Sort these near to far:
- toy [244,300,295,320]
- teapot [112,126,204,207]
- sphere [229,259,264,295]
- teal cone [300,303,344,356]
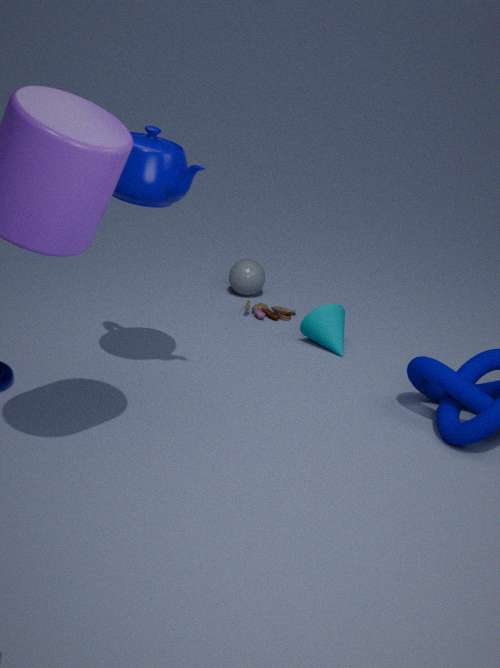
teapot [112,126,204,207] → teal cone [300,303,344,356] → toy [244,300,295,320] → sphere [229,259,264,295]
